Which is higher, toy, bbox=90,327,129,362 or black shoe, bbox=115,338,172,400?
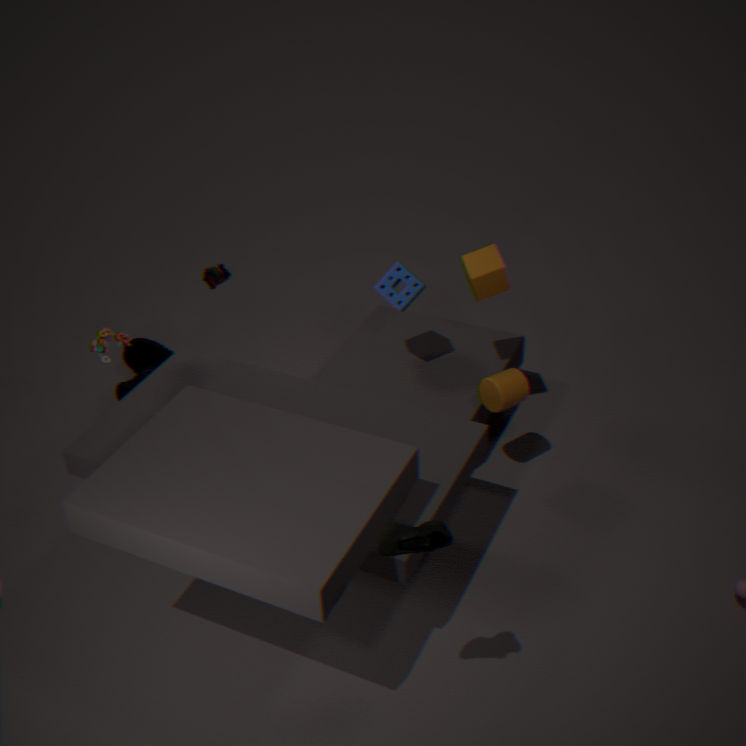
toy, bbox=90,327,129,362
